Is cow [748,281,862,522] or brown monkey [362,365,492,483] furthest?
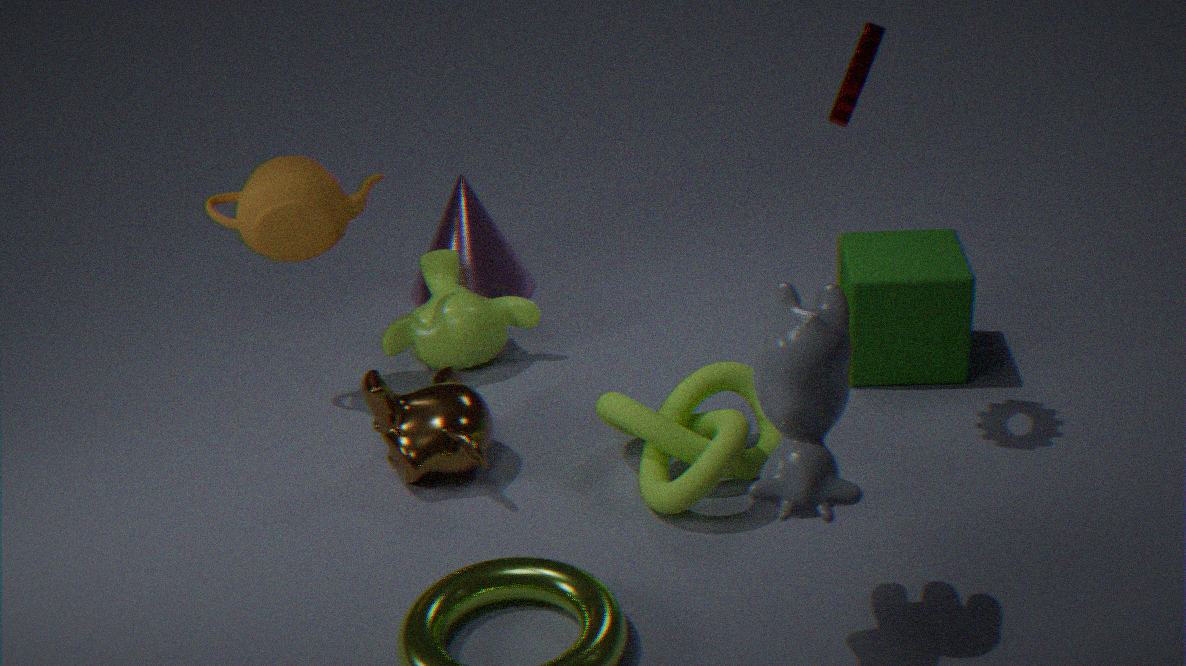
brown monkey [362,365,492,483]
